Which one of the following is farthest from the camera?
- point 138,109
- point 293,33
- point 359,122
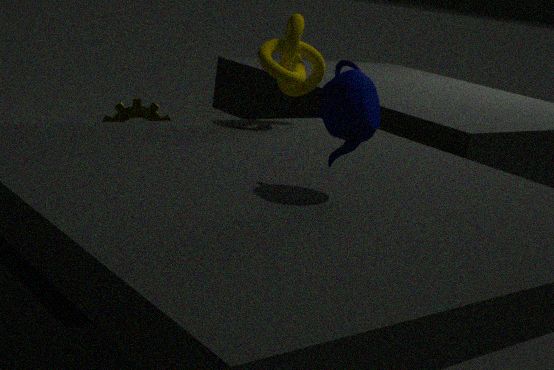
point 138,109
